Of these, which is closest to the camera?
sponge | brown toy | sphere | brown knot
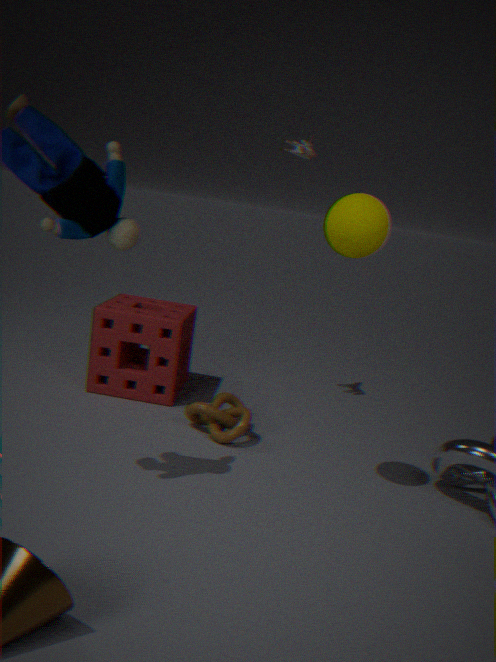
sphere
